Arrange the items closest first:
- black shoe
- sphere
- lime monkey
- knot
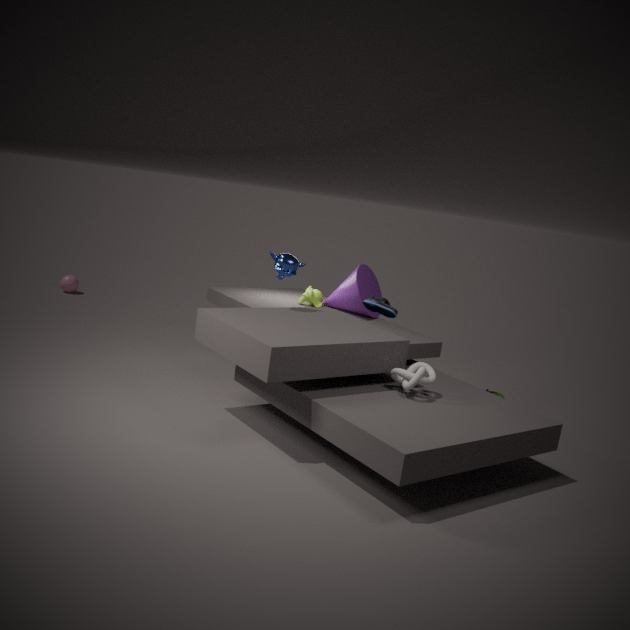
knot → black shoe → lime monkey → sphere
